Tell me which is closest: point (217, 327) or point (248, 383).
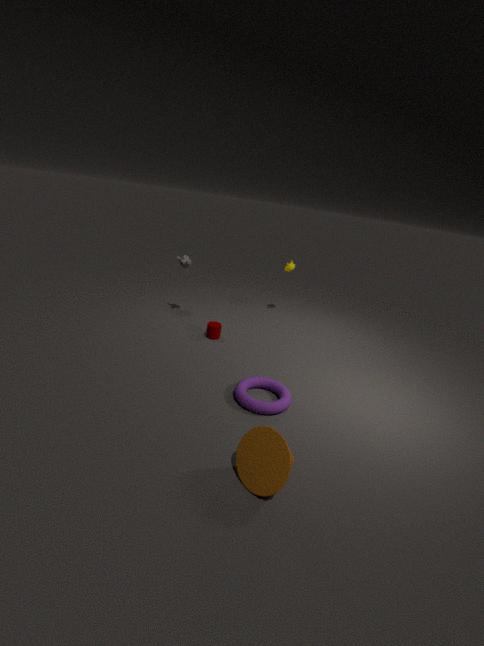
point (248, 383)
